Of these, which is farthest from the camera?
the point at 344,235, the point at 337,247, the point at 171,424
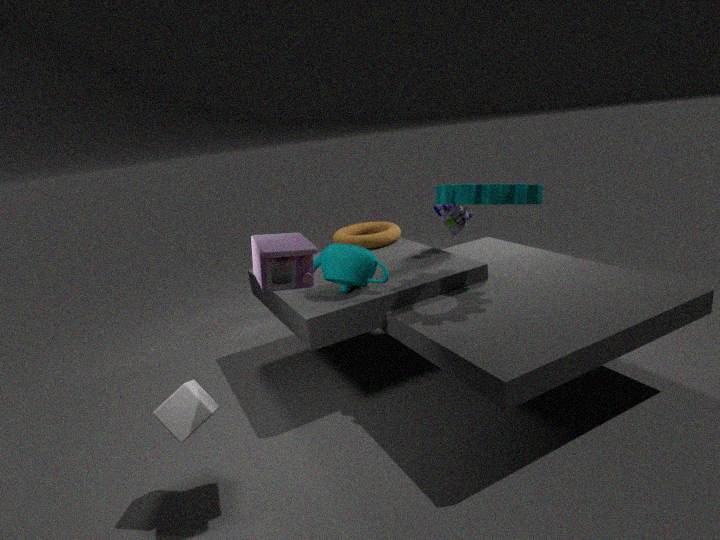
the point at 344,235
